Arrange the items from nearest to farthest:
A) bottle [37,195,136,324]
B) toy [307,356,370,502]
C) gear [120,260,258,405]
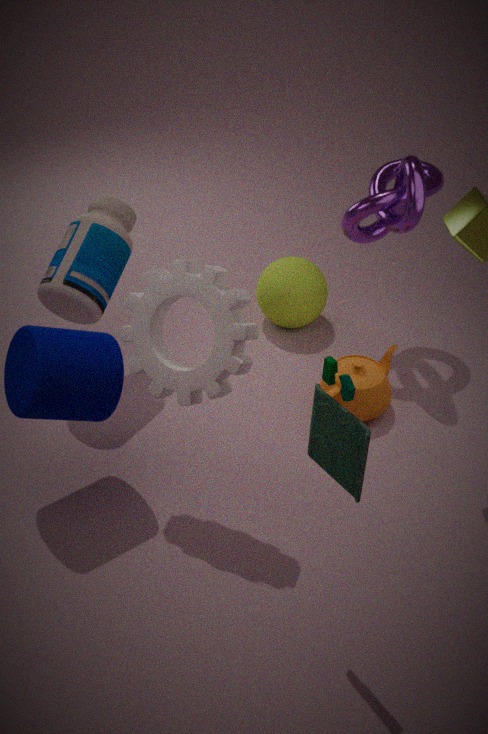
toy [307,356,370,502]
gear [120,260,258,405]
bottle [37,195,136,324]
